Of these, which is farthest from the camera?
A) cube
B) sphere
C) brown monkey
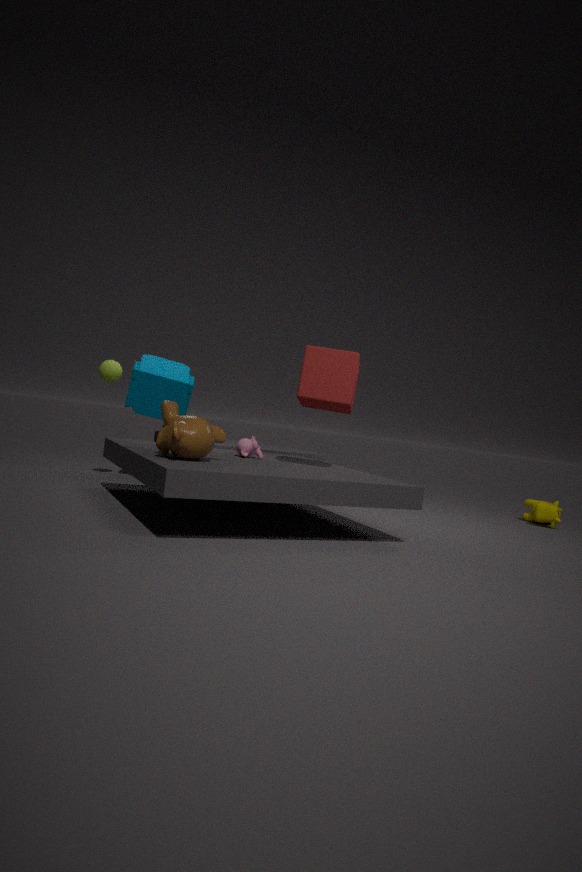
sphere
